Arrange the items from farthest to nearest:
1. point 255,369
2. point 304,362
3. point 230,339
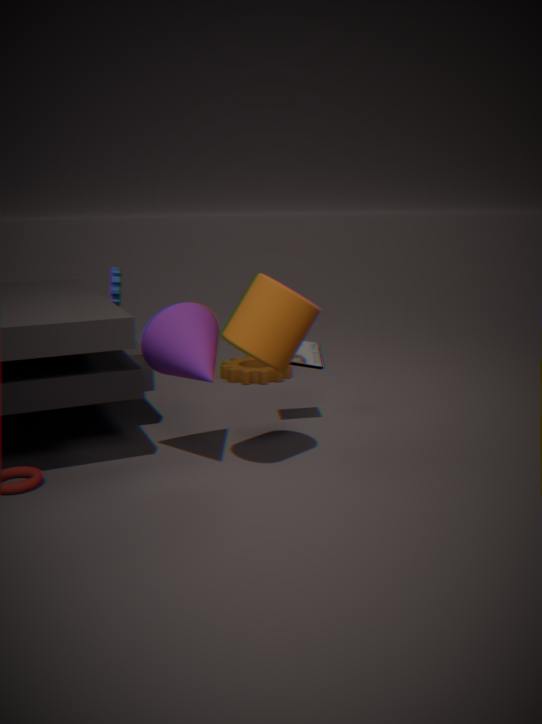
point 255,369, point 304,362, point 230,339
